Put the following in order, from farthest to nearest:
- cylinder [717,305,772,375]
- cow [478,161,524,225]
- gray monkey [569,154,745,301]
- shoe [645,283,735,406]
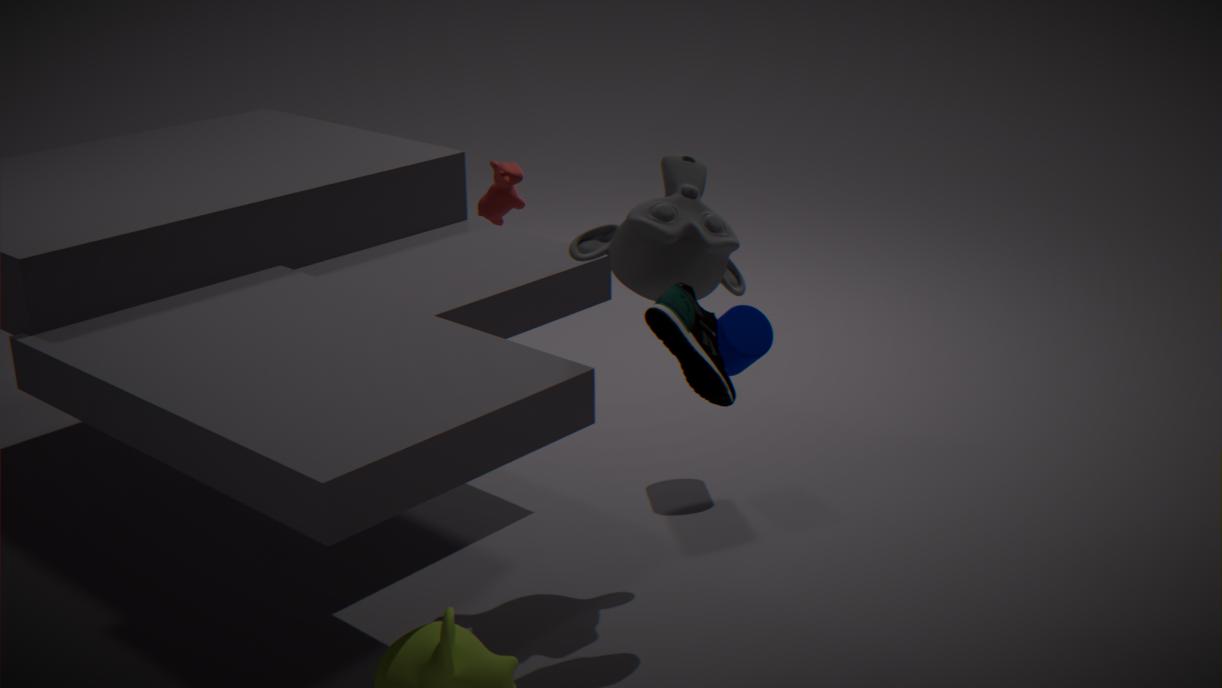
cow [478,161,524,225] < cylinder [717,305,772,375] < gray monkey [569,154,745,301] < shoe [645,283,735,406]
